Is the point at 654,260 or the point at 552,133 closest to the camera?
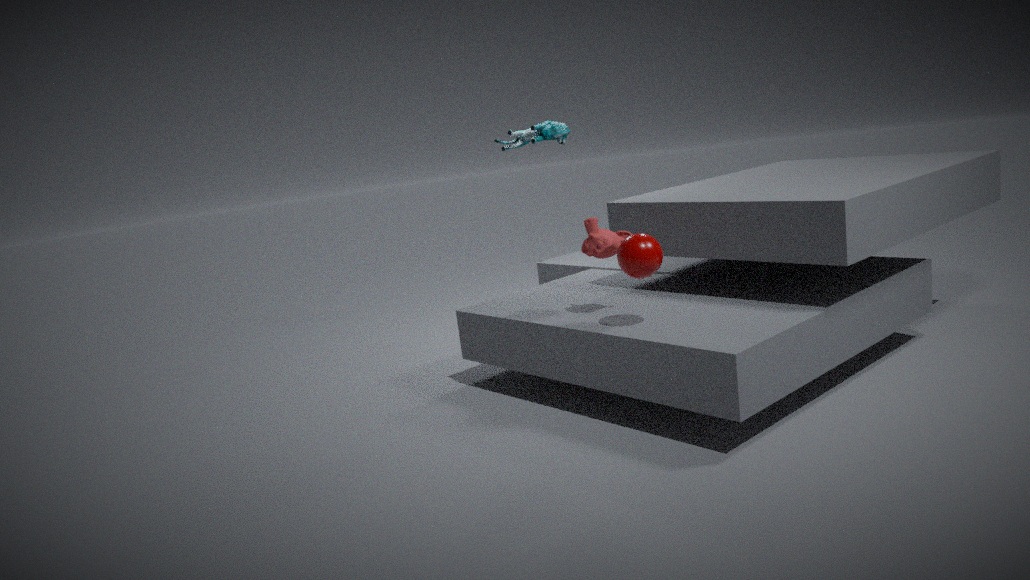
the point at 654,260
